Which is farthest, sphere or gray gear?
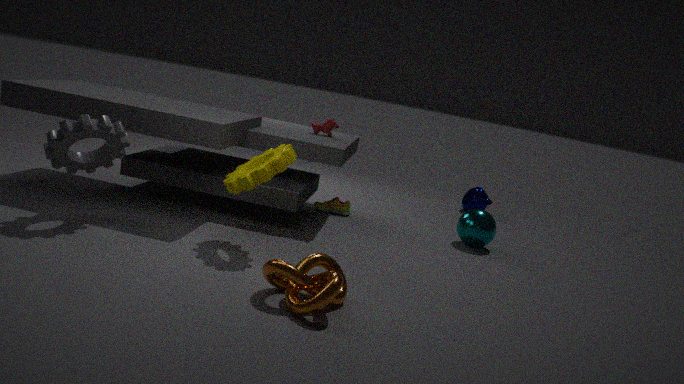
sphere
